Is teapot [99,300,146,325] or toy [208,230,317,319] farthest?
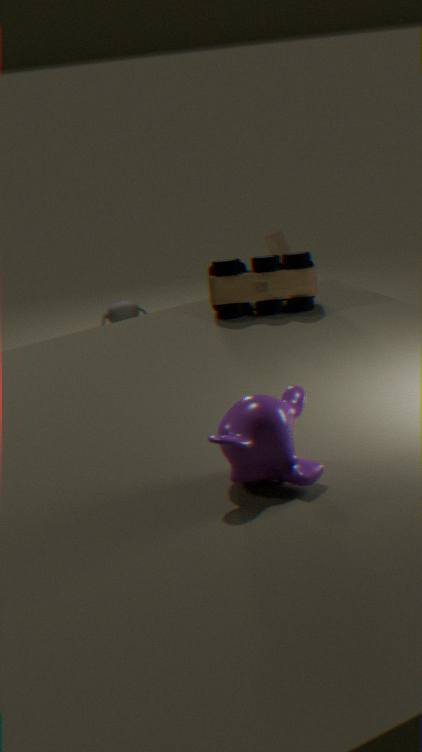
teapot [99,300,146,325]
